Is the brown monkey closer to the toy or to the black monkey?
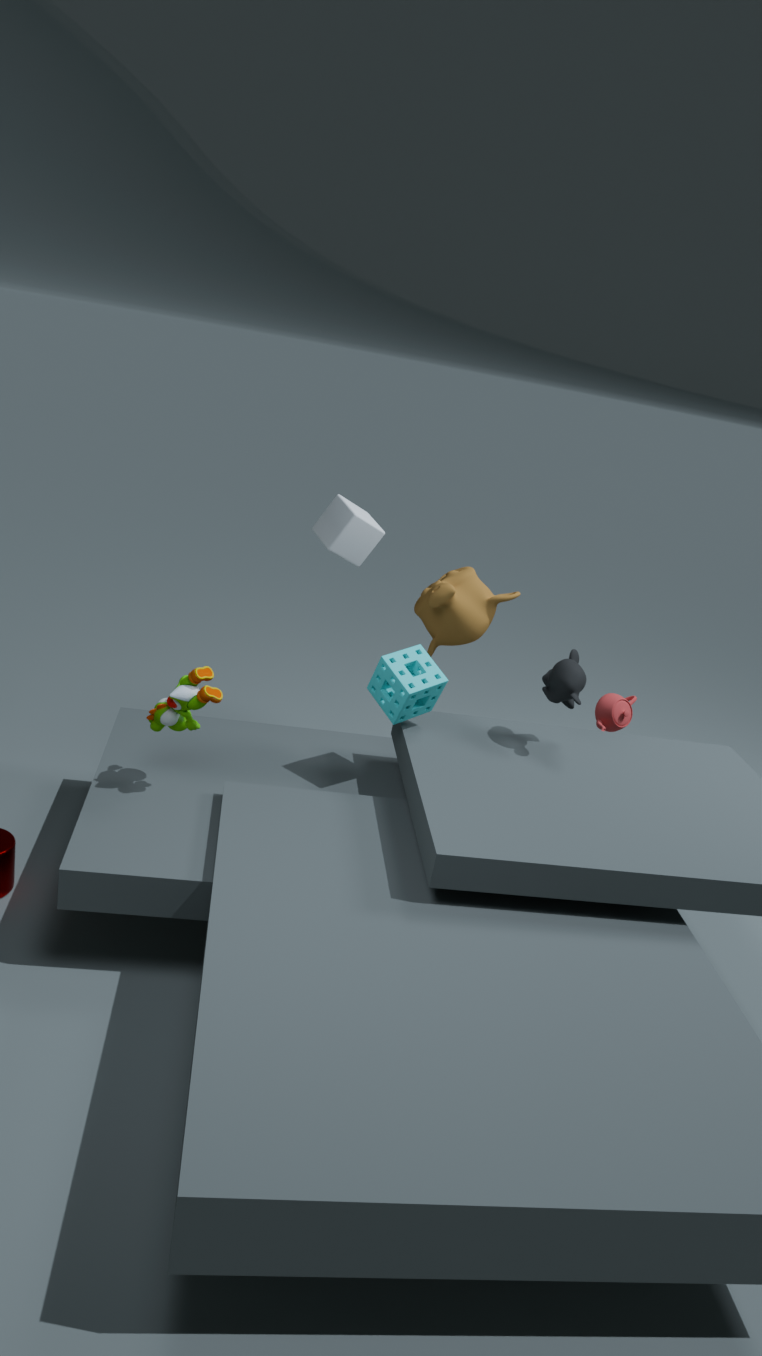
the black monkey
